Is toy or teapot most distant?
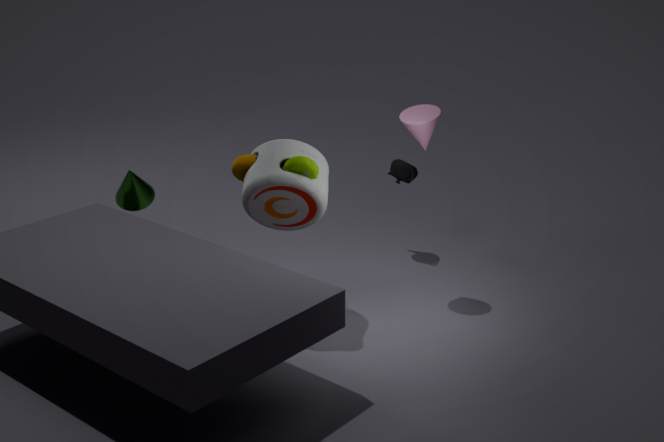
teapot
